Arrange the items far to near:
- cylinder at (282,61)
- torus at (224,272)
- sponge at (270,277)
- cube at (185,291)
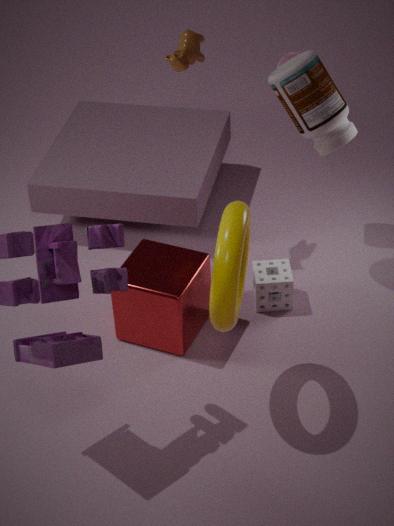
1. cylinder at (282,61)
2. sponge at (270,277)
3. cube at (185,291)
4. torus at (224,272)
